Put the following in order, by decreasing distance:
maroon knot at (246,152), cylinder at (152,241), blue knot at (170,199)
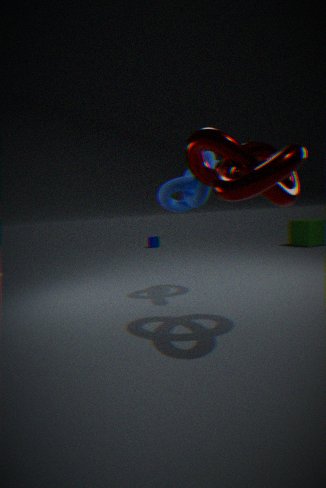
cylinder at (152,241) → blue knot at (170,199) → maroon knot at (246,152)
